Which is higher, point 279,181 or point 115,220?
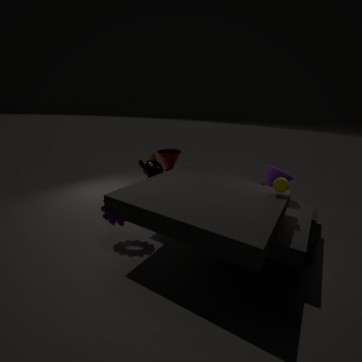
point 279,181
